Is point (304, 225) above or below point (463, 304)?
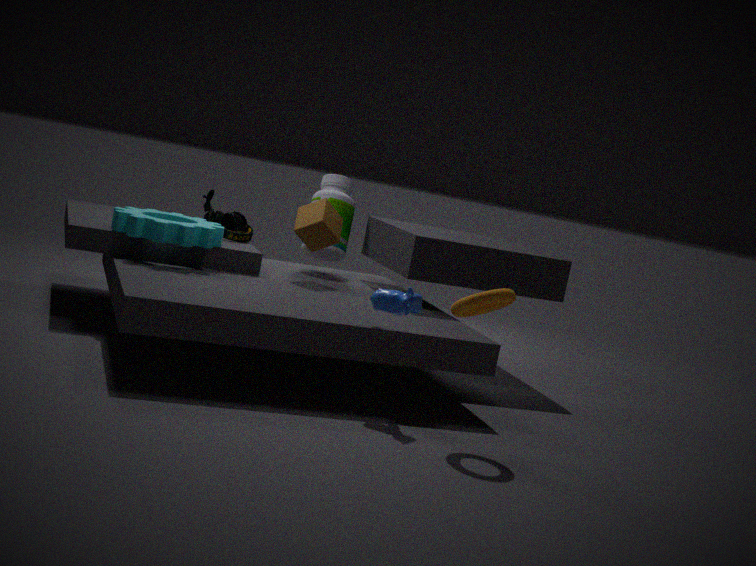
above
